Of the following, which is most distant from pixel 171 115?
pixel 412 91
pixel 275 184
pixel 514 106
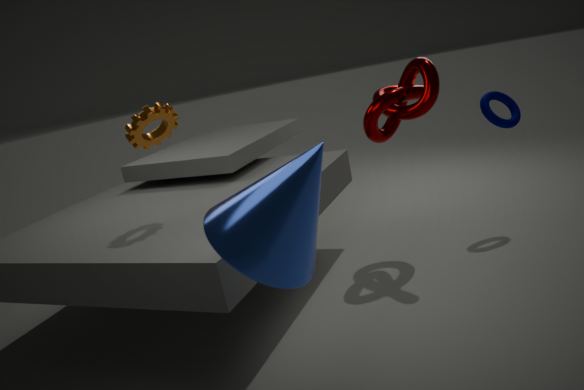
pixel 514 106
